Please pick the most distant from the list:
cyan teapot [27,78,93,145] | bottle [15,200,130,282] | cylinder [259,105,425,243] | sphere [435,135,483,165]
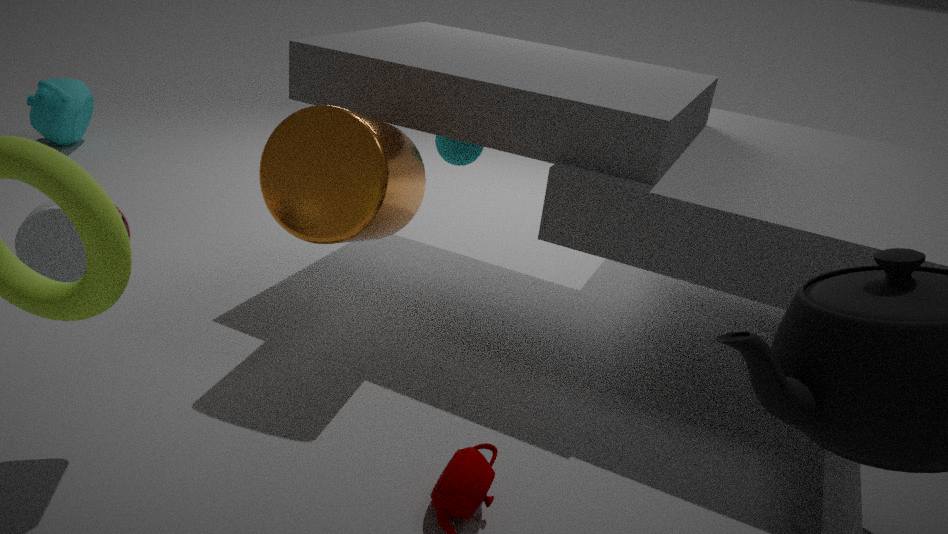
cyan teapot [27,78,93,145]
